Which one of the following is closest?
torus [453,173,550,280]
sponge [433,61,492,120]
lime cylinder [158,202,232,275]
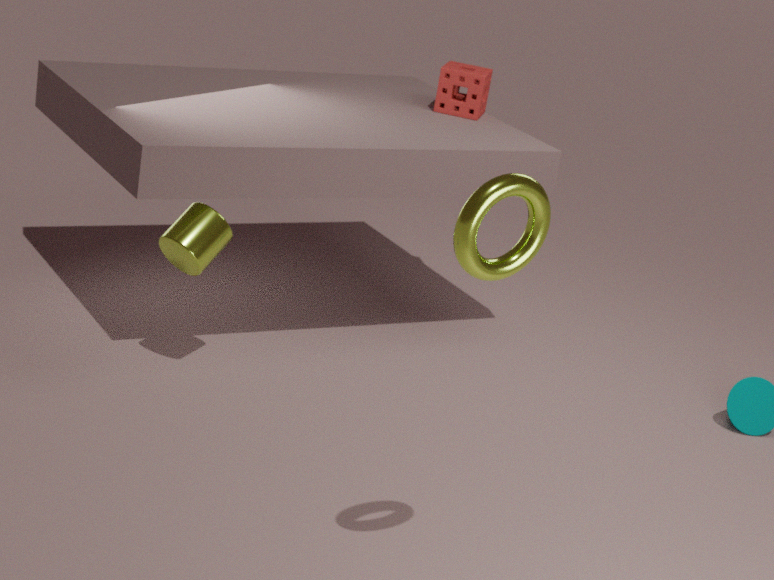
torus [453,173,550,280]
